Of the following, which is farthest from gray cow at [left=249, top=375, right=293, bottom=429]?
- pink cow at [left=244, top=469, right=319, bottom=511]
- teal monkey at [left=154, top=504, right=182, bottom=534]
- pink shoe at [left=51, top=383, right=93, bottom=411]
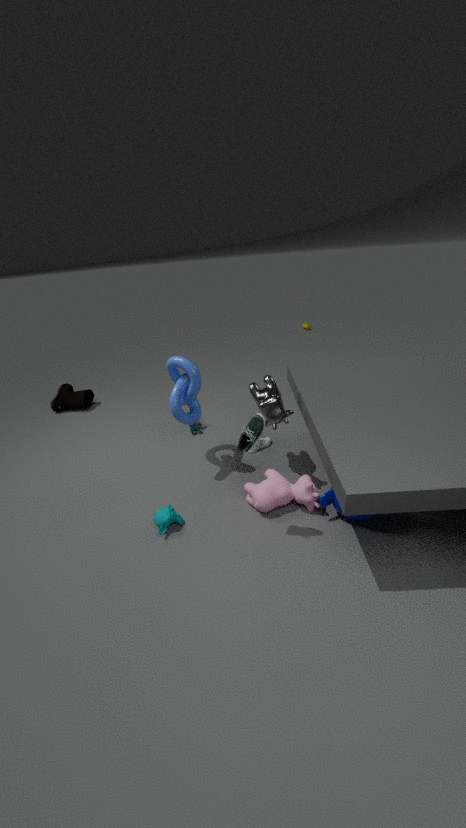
pink shoe at [left=51, top=383, right=93, bottom=411]
